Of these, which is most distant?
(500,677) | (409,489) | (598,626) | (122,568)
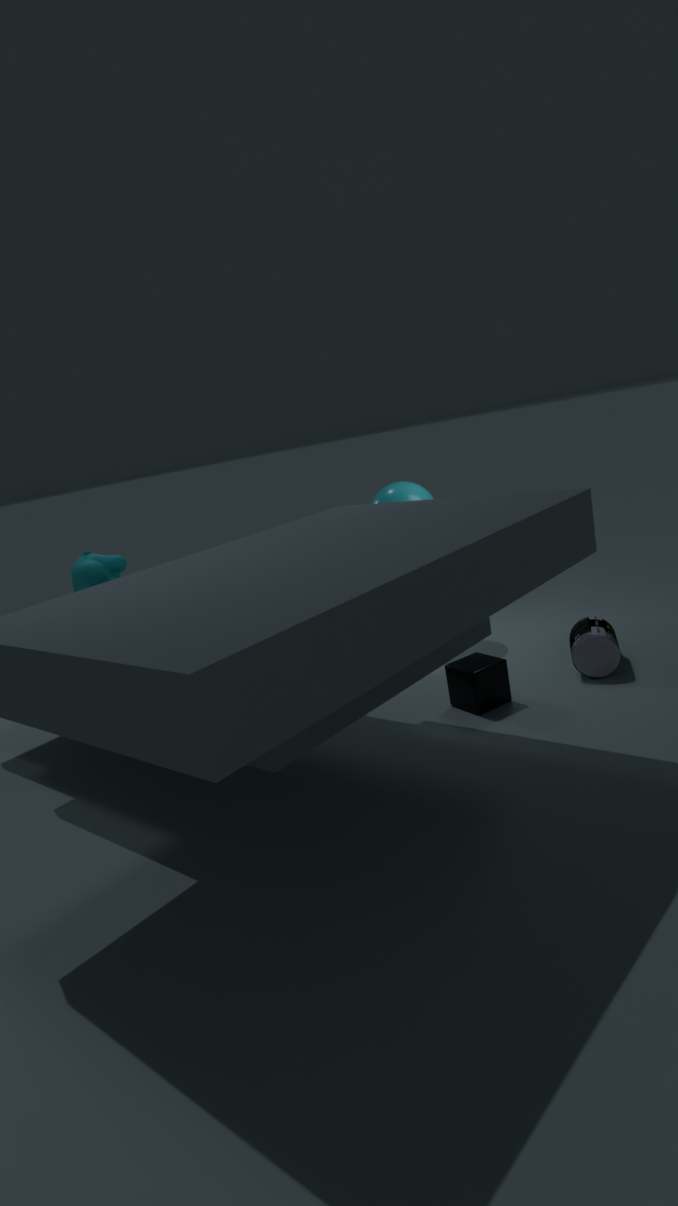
(409,489)
